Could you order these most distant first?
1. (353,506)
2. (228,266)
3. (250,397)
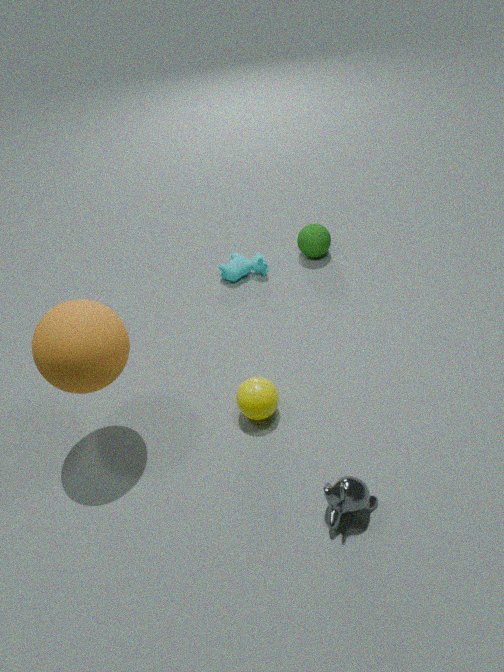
(228,266) < (250,397) < (353,506)
